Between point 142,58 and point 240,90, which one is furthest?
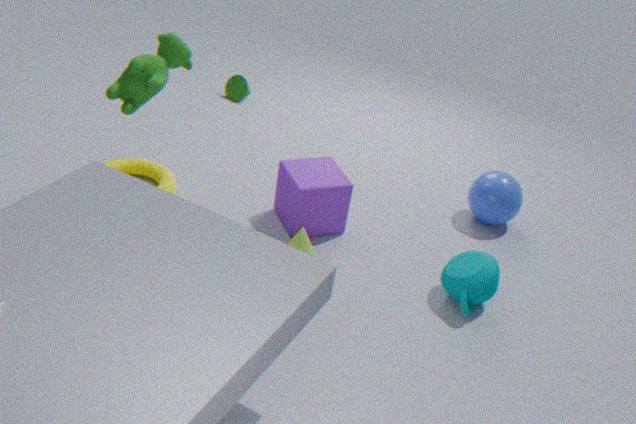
point 240,90
